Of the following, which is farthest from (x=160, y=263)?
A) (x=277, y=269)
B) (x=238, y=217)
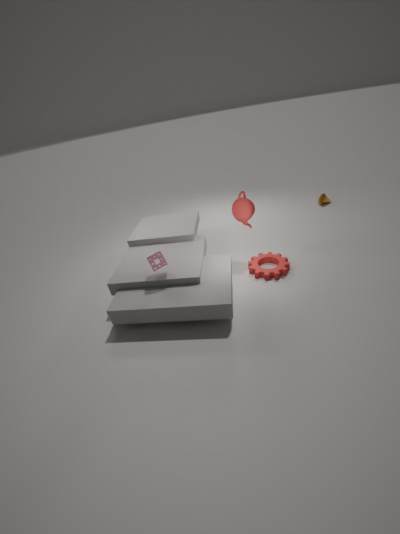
(x=277, y=269)
